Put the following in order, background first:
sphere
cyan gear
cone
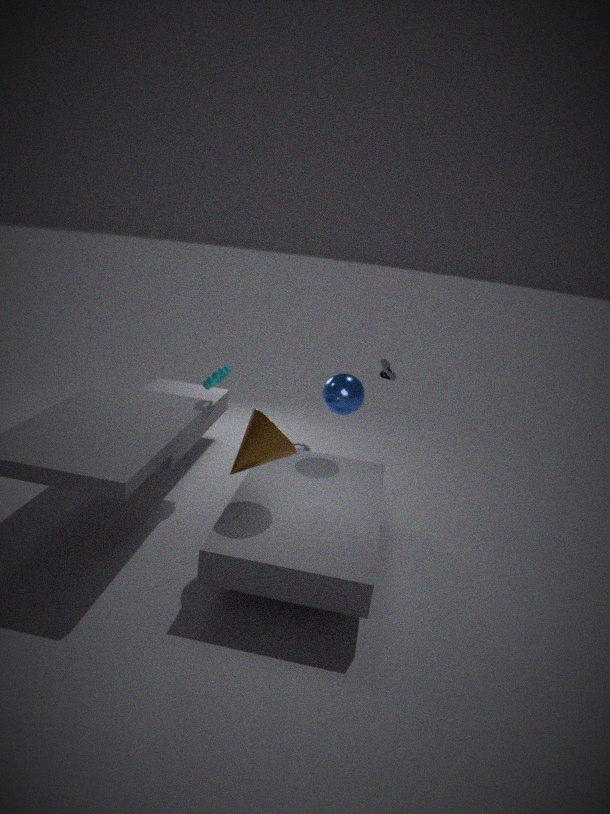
cyan gear → sphere → cone
